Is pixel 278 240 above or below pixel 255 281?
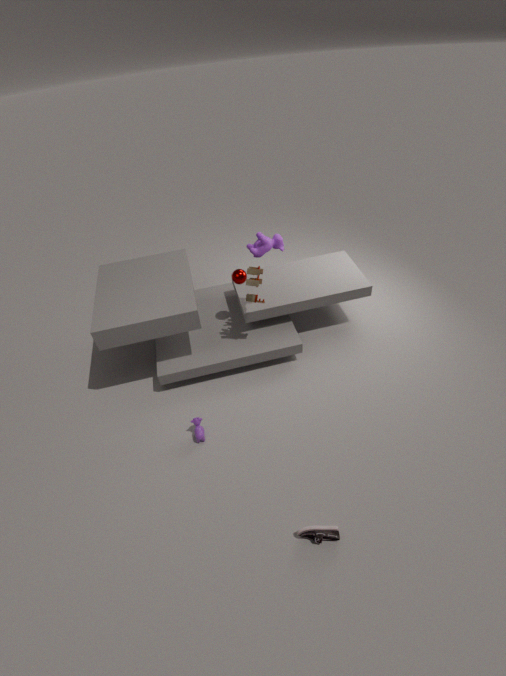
below
